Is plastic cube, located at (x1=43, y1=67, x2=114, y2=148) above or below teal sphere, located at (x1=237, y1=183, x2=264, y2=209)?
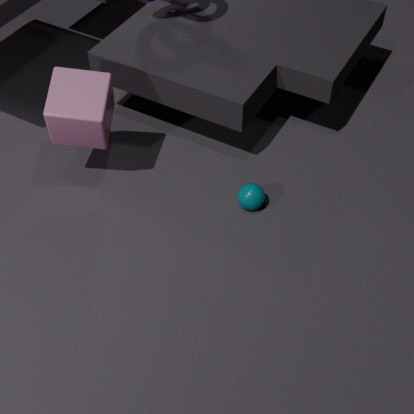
above
